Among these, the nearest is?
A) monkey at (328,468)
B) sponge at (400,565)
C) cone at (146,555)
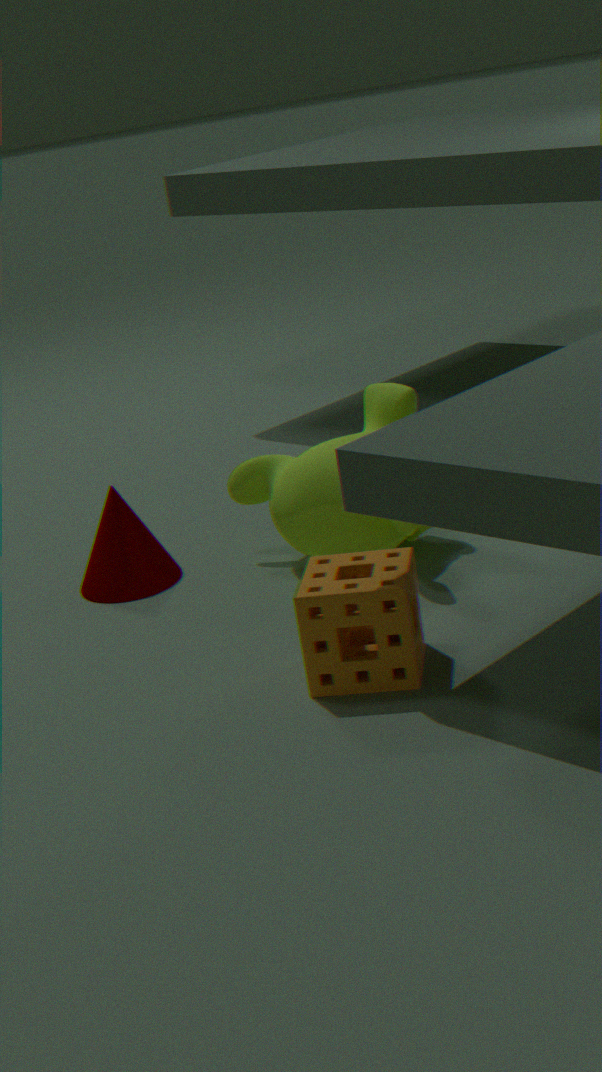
sponge at (400,565)
